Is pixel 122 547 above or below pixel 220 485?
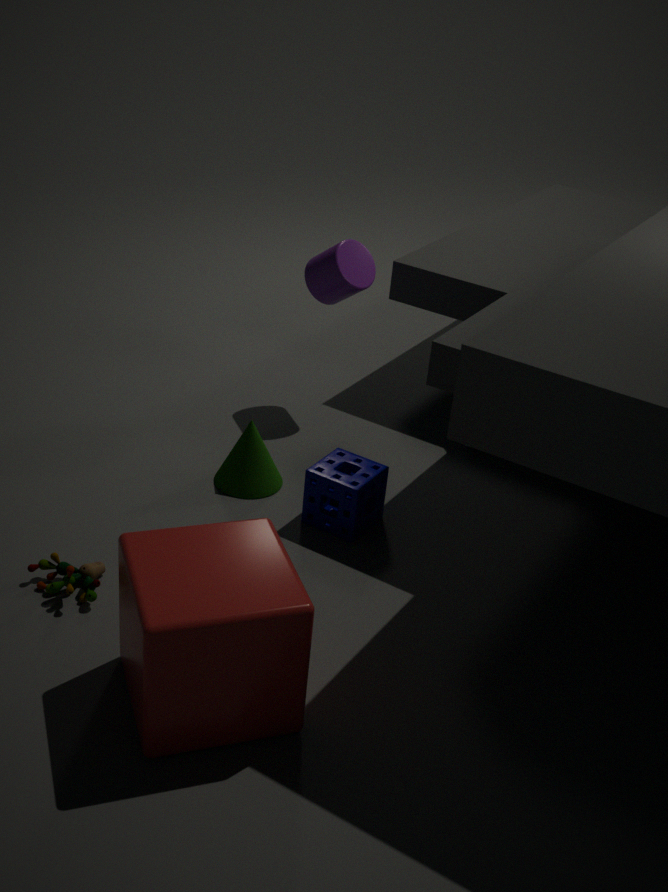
above
